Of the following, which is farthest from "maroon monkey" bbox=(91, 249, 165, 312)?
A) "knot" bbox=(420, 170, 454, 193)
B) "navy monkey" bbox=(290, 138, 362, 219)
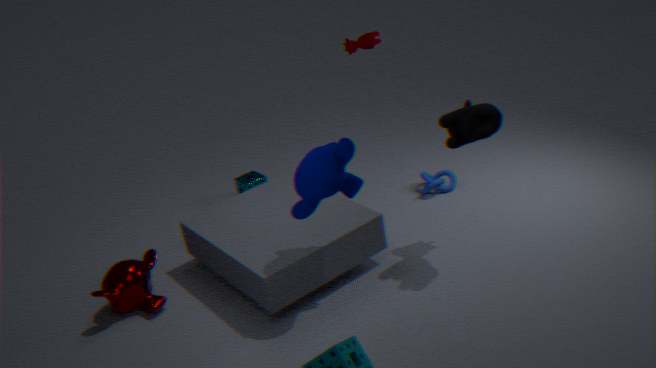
"knot" bbox=(420, 170, 454, 193)
